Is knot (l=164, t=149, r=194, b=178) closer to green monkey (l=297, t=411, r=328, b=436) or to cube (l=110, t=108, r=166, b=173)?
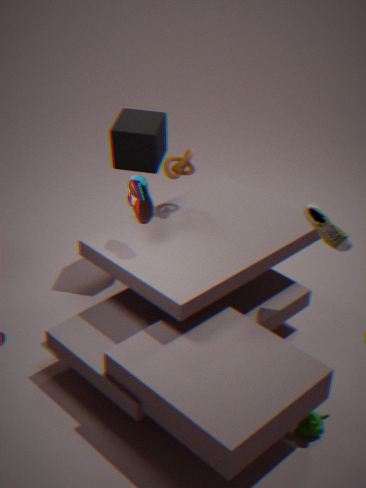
cube (l=110, t=108, r=166, b=173)
